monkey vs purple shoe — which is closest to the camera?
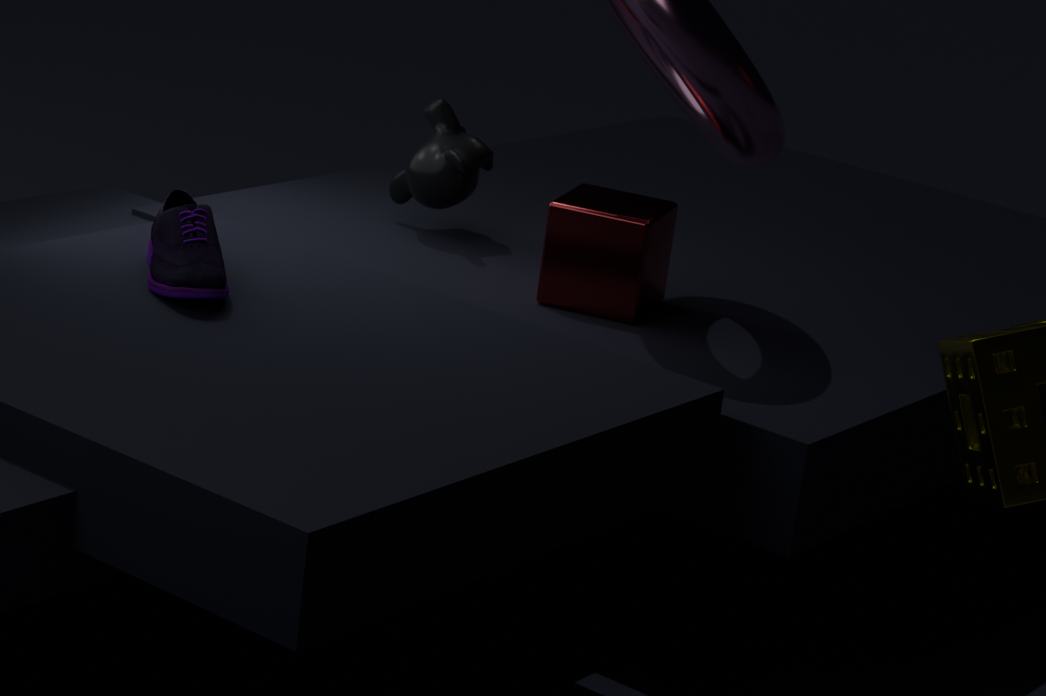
purple shoe
